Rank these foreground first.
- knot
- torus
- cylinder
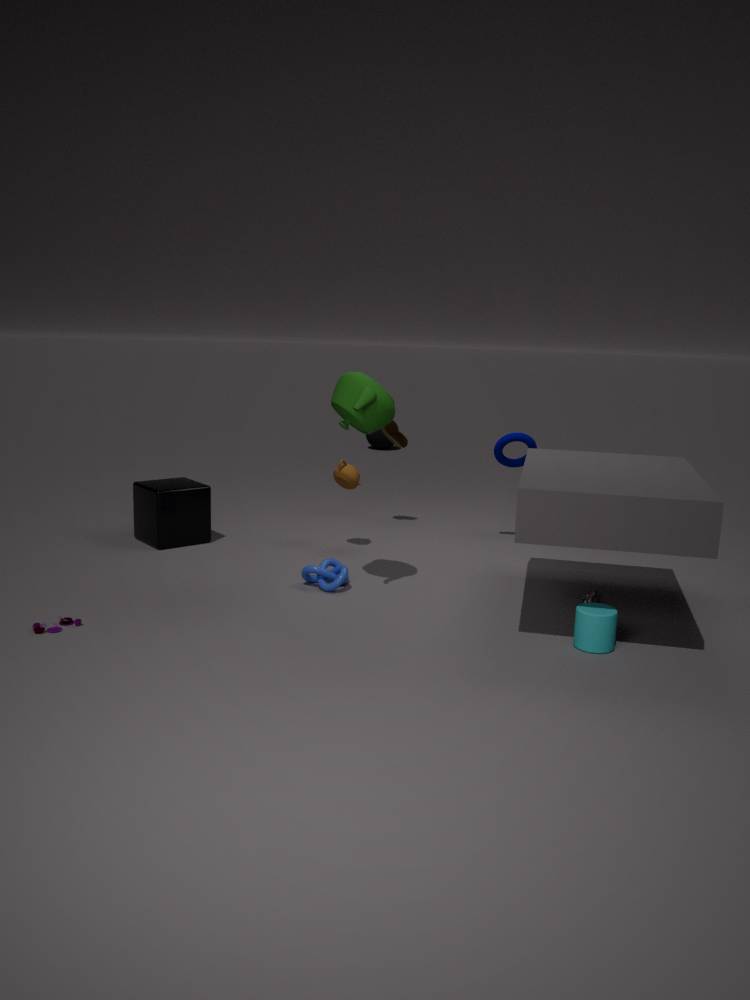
cylinder → knot → torus
